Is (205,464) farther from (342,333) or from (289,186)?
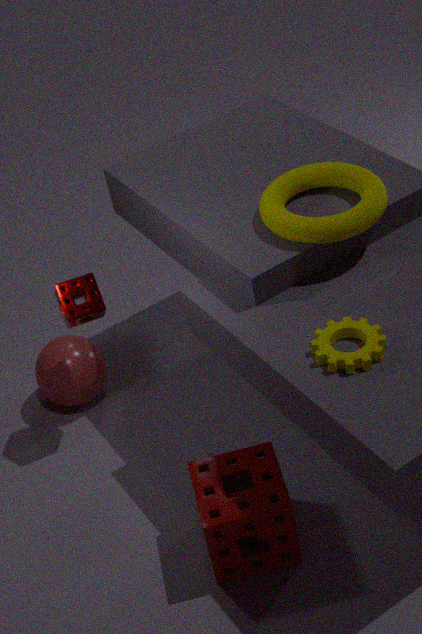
(289,186)
